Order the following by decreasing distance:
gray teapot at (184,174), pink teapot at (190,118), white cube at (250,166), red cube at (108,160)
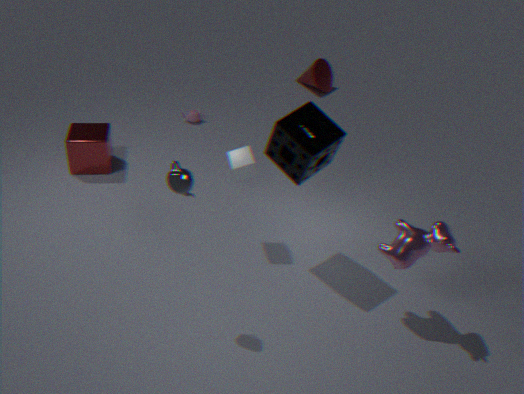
pink teapot at (190,118)
red cube at (108,160)
white cube at (250,166)
gray teapot at (184,174)
